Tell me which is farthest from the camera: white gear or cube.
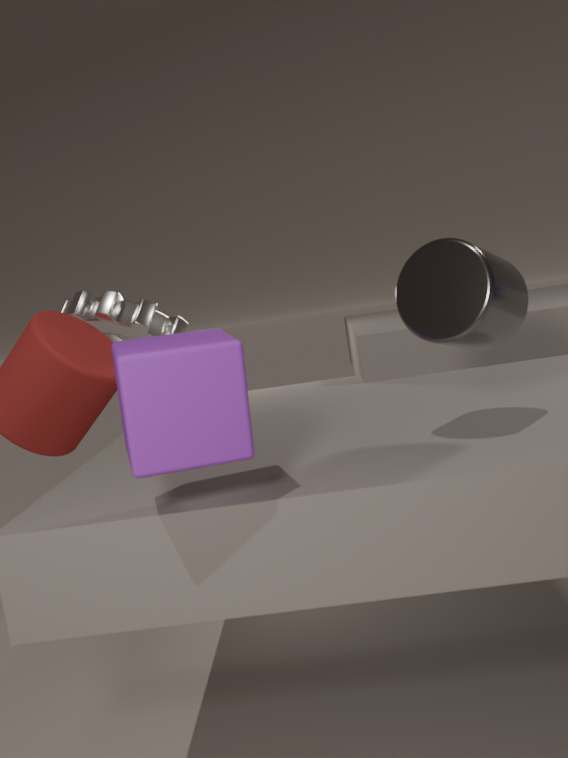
white gear
